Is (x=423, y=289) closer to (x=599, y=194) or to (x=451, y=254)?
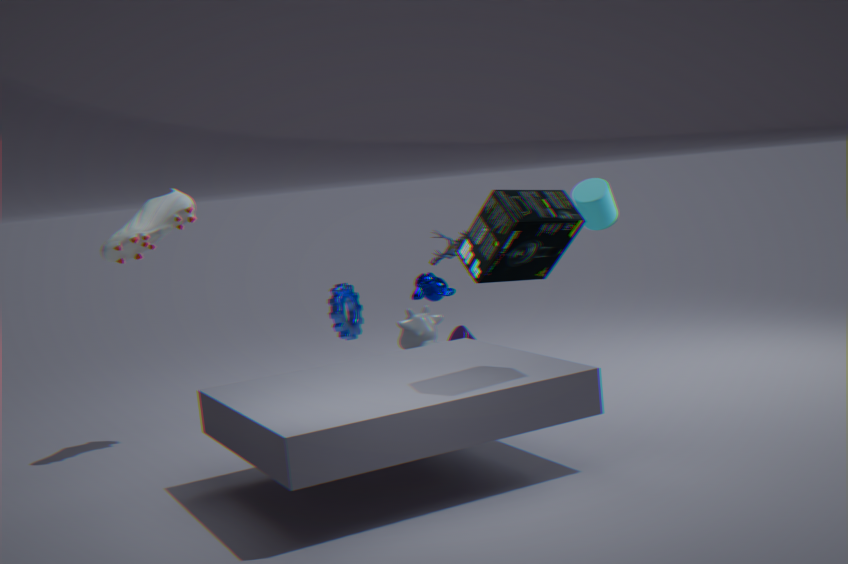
(x=451, y=254)
